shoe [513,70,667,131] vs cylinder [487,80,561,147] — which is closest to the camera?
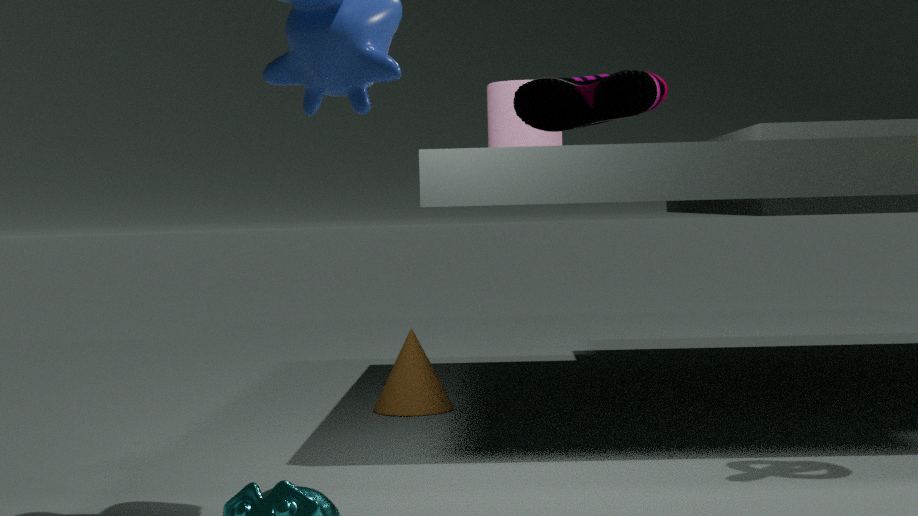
shoe [513,70,667,131]
